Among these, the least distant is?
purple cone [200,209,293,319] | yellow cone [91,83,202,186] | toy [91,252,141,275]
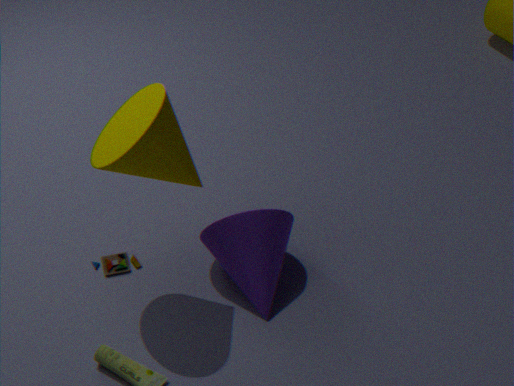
yellow cone [91,83,202,186]
